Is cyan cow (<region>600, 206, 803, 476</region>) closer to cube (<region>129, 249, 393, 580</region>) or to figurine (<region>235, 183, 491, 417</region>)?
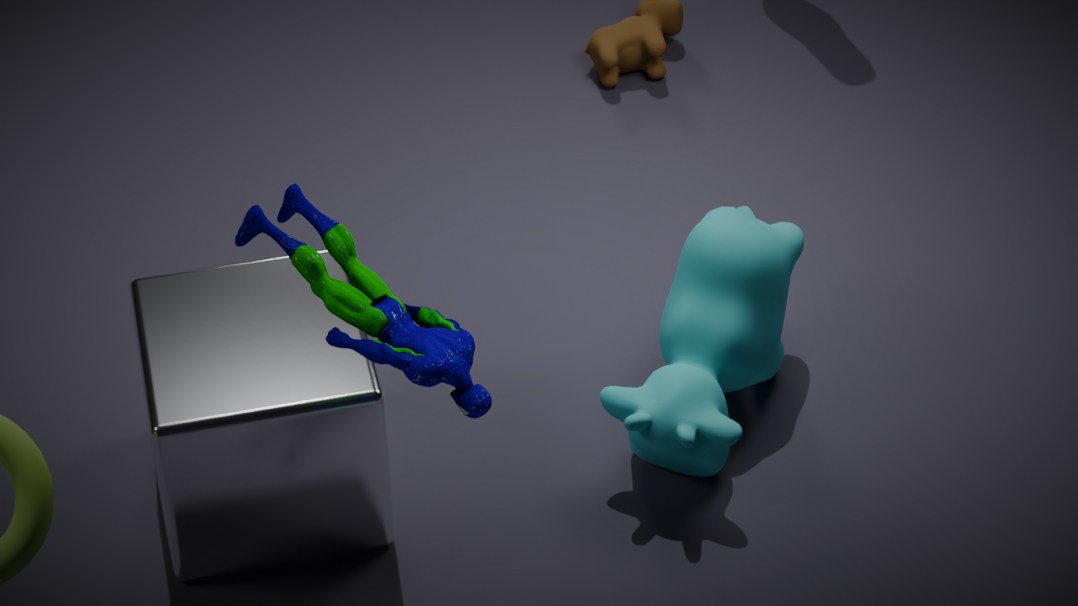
cube (<region>129, 249, 393, 580</region>)
